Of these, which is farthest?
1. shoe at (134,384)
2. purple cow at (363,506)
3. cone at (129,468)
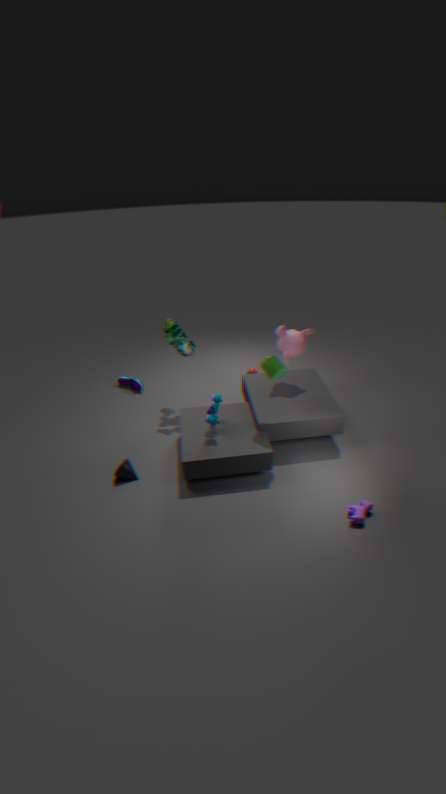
shoe at (134,384)
